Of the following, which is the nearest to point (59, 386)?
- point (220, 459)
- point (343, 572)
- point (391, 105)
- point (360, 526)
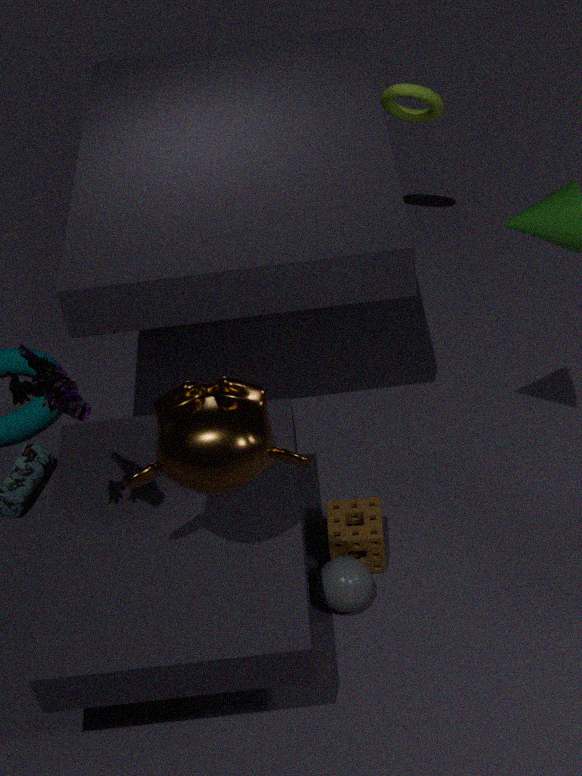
point (220, 459)
